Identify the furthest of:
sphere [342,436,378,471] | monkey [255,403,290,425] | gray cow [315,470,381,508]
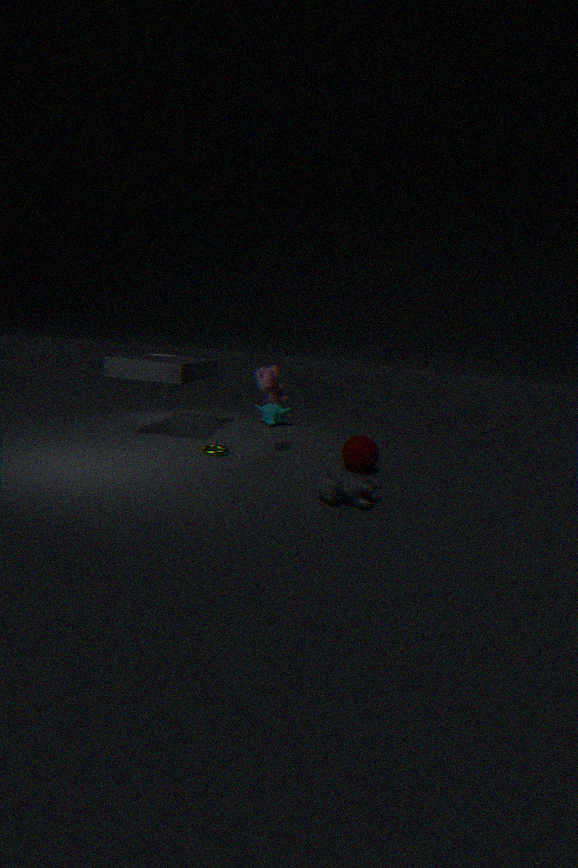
monkey [255,403,290,425]
